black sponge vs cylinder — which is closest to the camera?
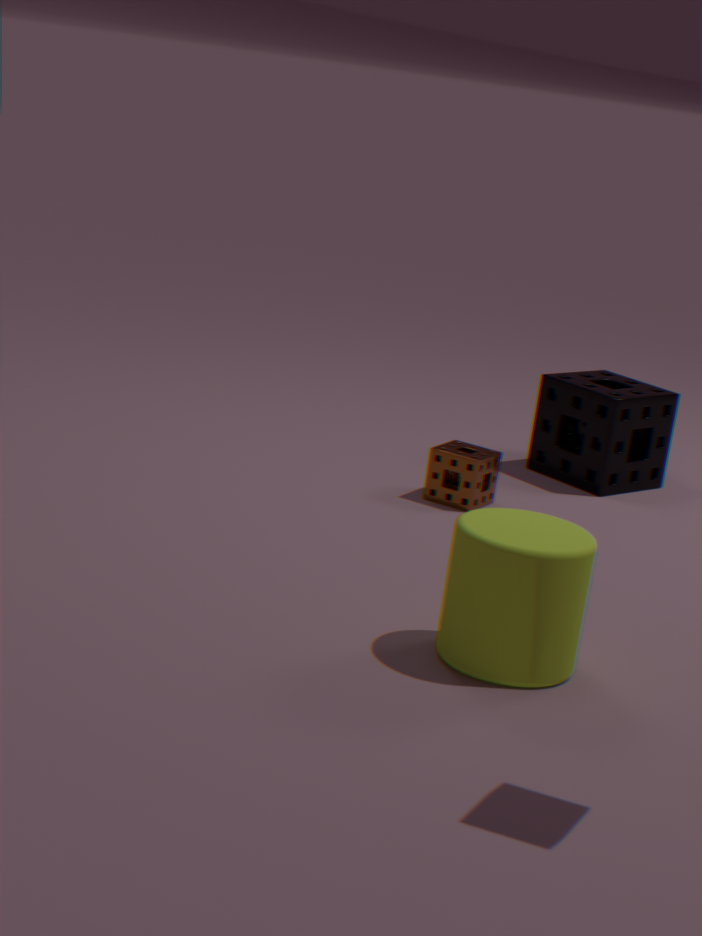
cylinder
